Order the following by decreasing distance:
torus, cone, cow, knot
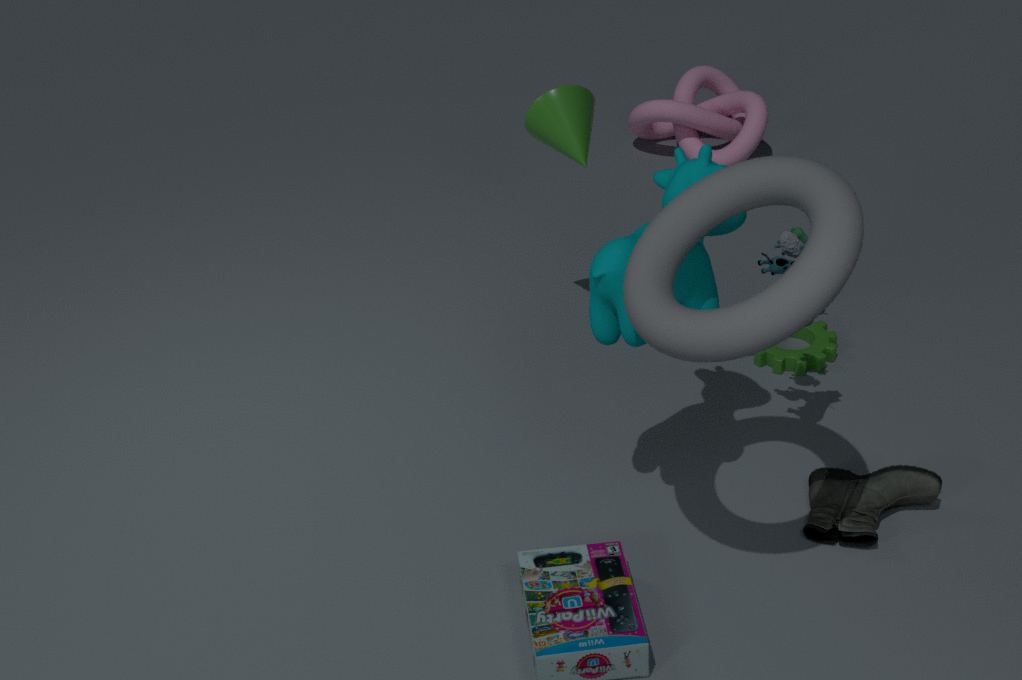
knot, cone, cow, torus
